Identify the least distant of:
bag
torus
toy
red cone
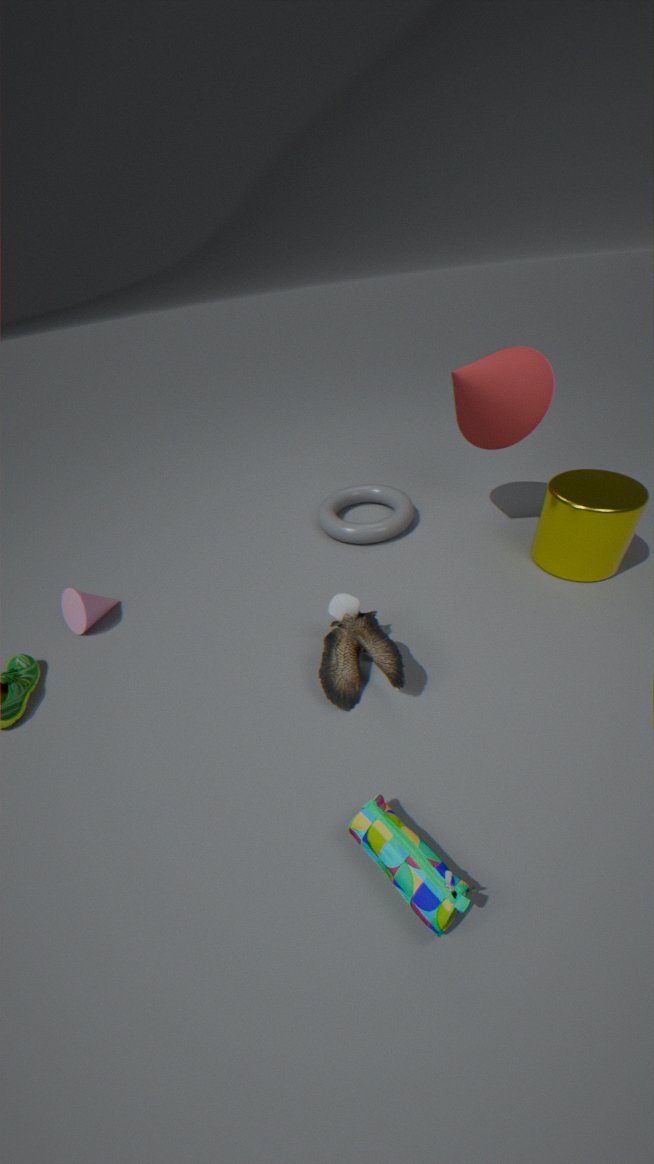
→ bag
